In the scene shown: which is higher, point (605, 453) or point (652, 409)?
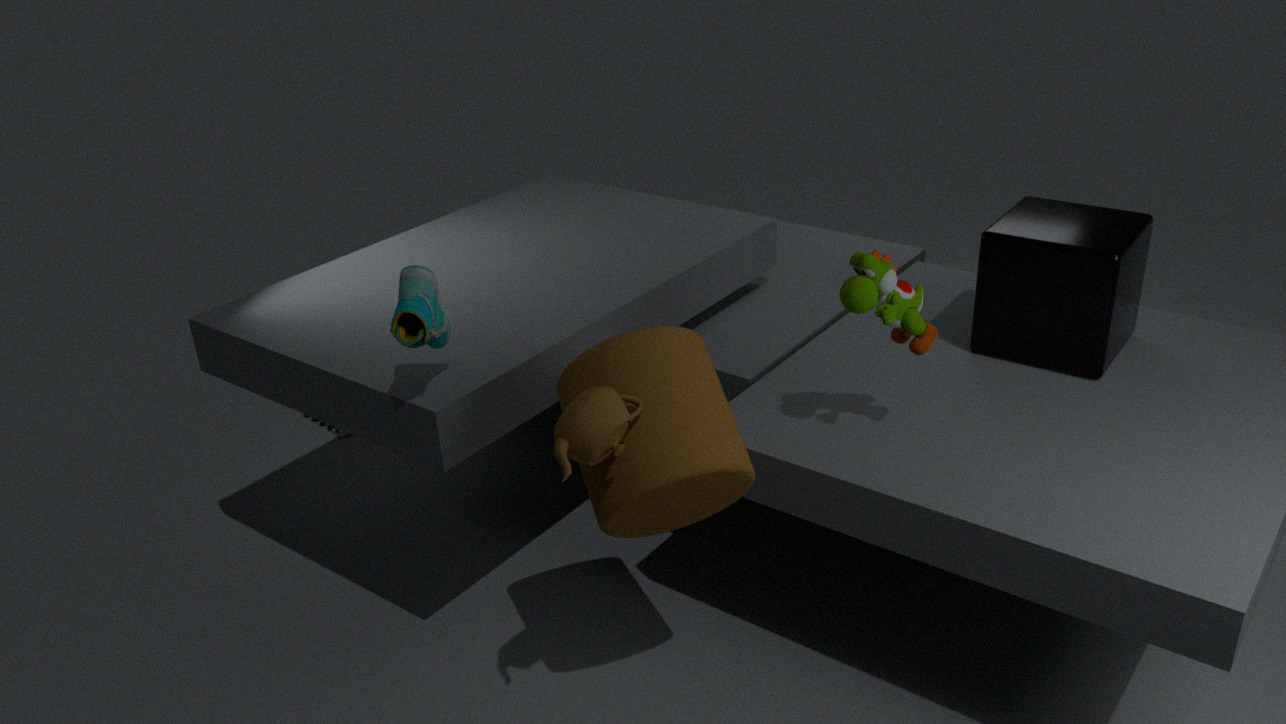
point (605, 453)
